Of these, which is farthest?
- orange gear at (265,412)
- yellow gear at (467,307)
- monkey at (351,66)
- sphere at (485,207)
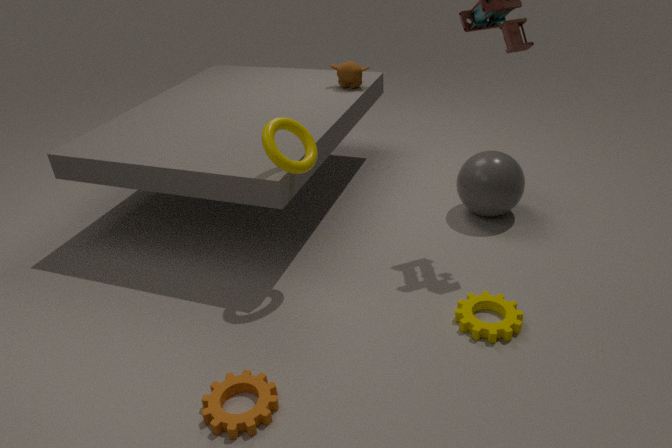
monkey at (351,66)
